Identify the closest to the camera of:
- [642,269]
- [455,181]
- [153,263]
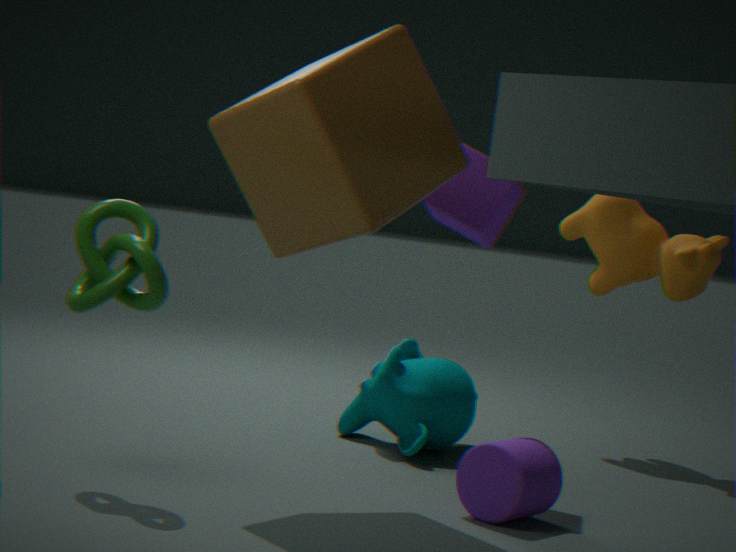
[153,263]
